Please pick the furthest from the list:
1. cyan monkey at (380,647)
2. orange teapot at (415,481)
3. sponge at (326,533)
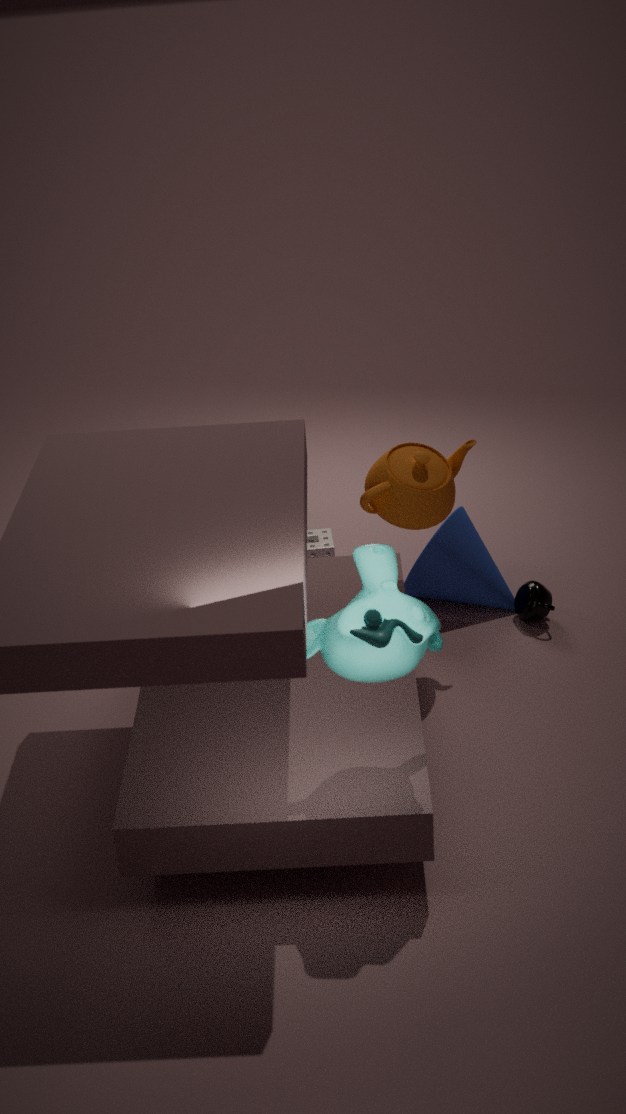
sponge at (326,533)
